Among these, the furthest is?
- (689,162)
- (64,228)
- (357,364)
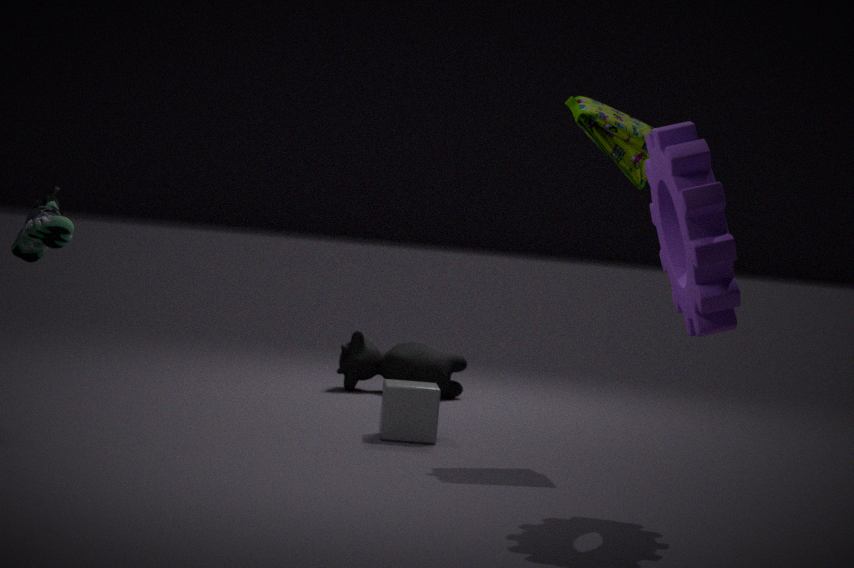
(357,364)
